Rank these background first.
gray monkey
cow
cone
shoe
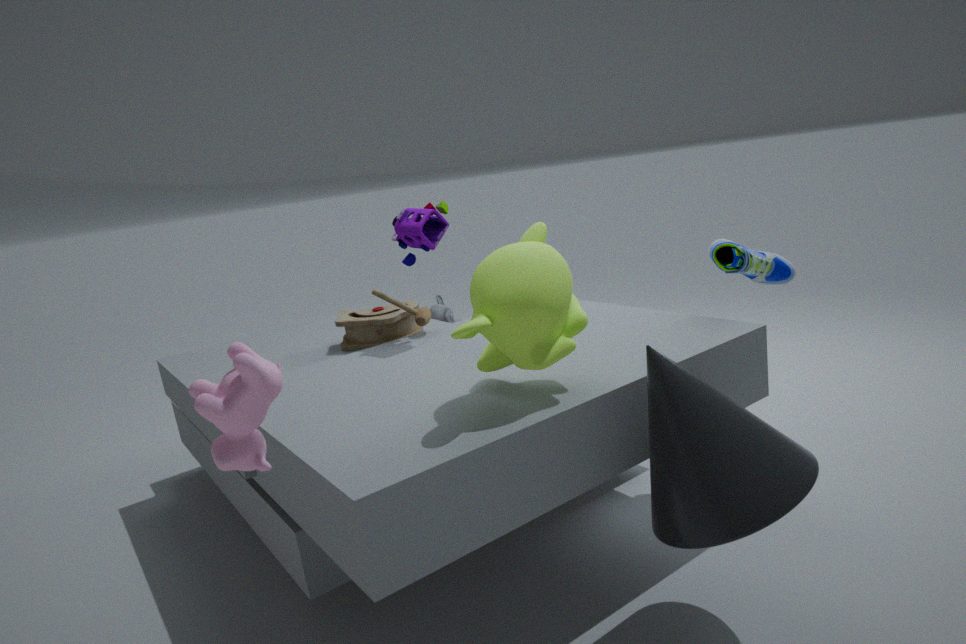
gray monkey
shoe
cone
cow
